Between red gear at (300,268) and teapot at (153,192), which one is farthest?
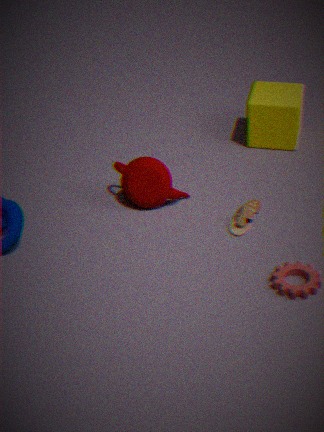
teapot at (153,192)
